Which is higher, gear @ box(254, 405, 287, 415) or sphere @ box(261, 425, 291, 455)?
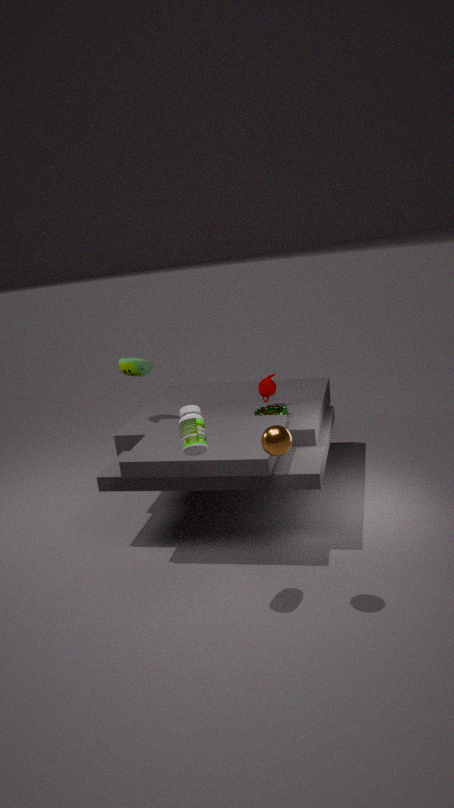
sphere @ box(261, 425, 291, 455)
